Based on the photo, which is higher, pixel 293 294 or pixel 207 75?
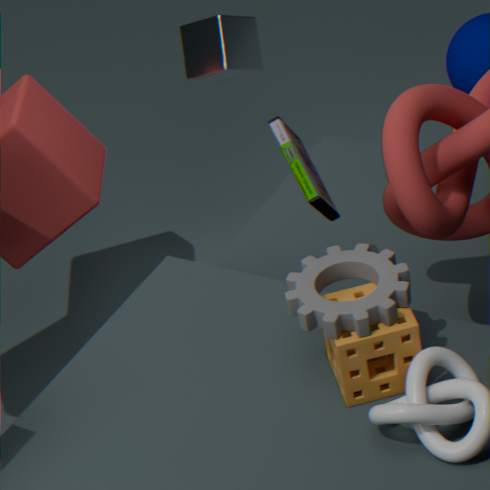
pixel 293 294
